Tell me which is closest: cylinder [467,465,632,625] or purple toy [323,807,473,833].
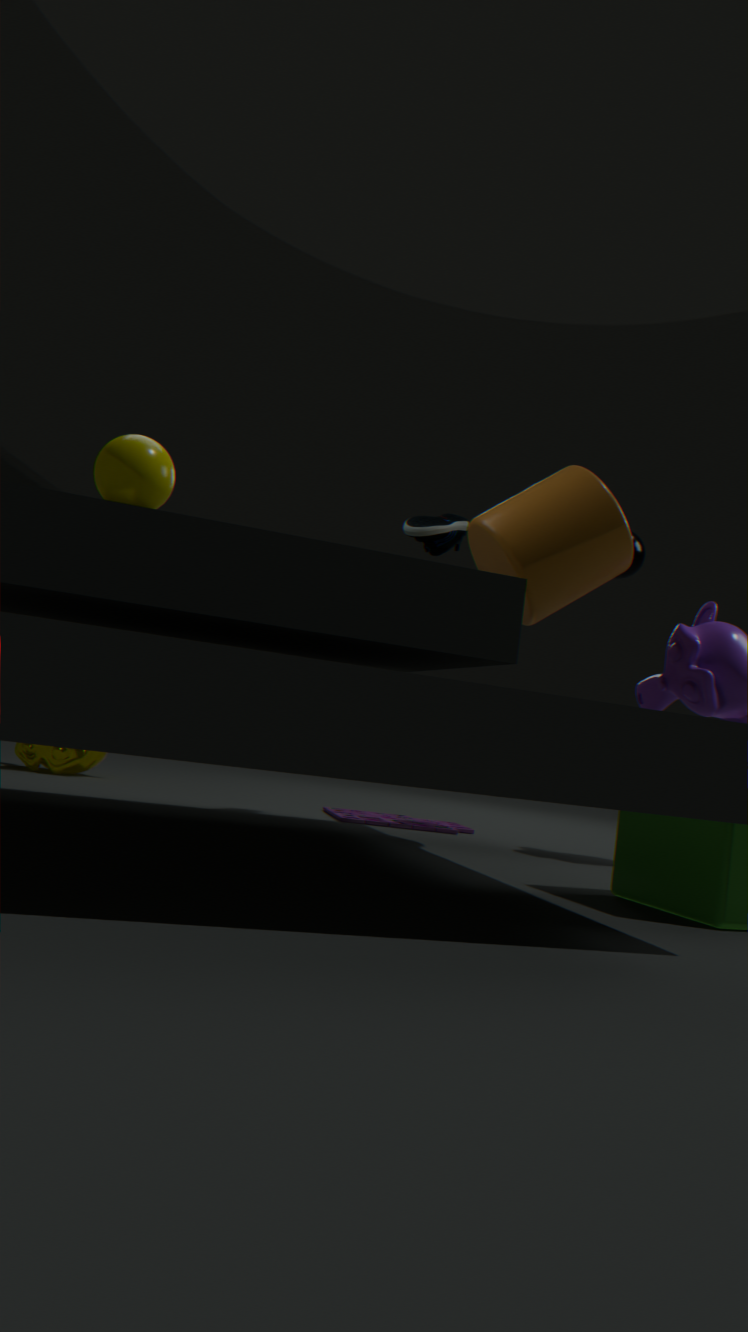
cylinder [467,465,632,625]
